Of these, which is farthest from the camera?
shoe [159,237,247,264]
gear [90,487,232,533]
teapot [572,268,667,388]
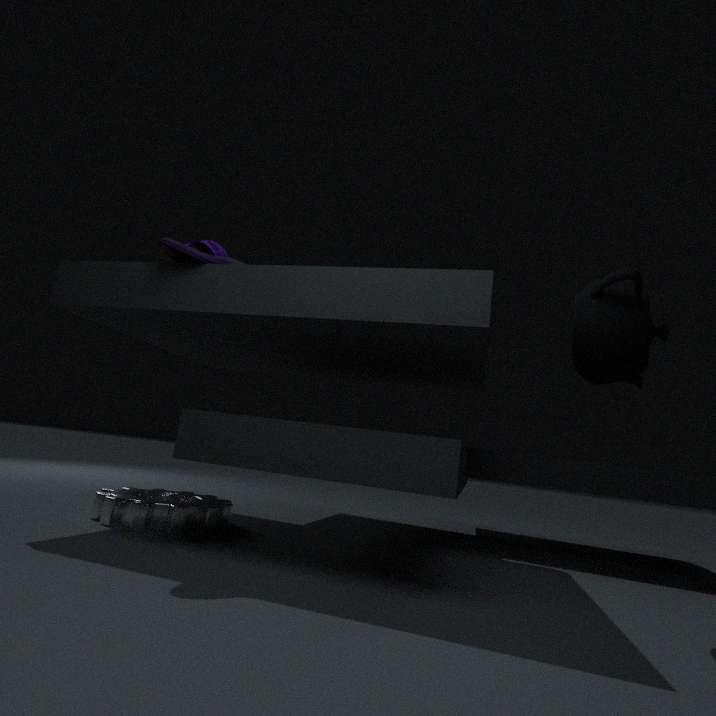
gear [90,487,232,533]
